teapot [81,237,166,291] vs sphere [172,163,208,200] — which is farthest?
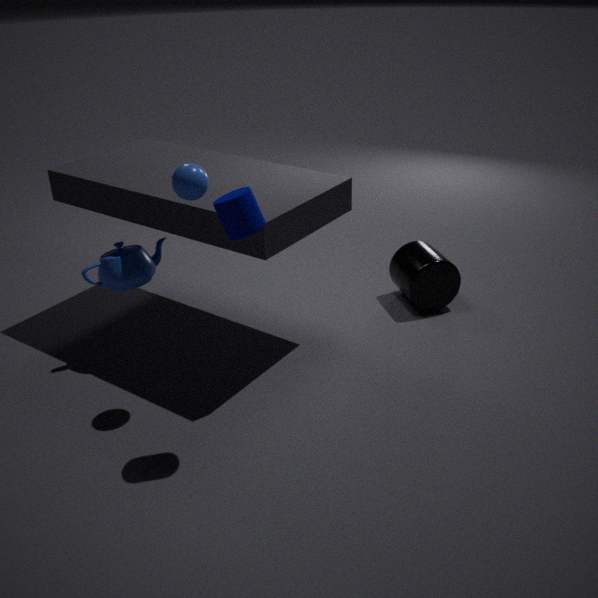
teapot [81,237,166,291]
